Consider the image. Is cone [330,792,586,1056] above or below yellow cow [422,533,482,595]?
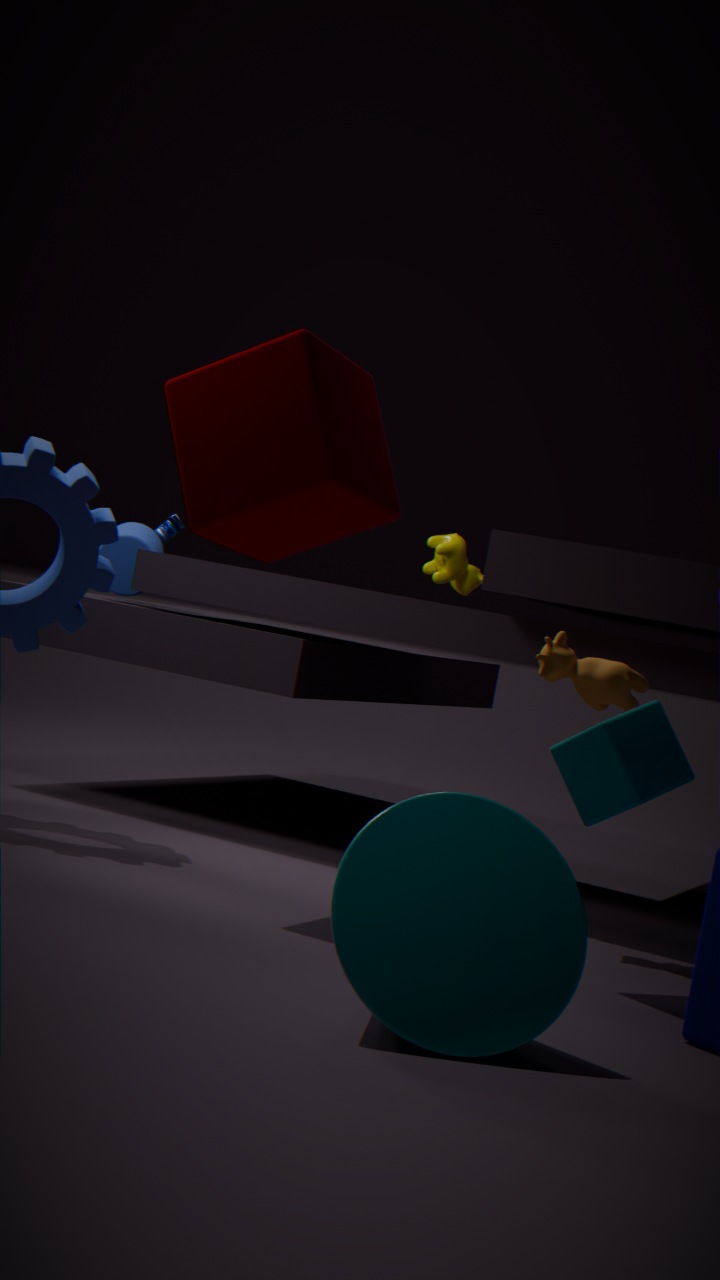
below
